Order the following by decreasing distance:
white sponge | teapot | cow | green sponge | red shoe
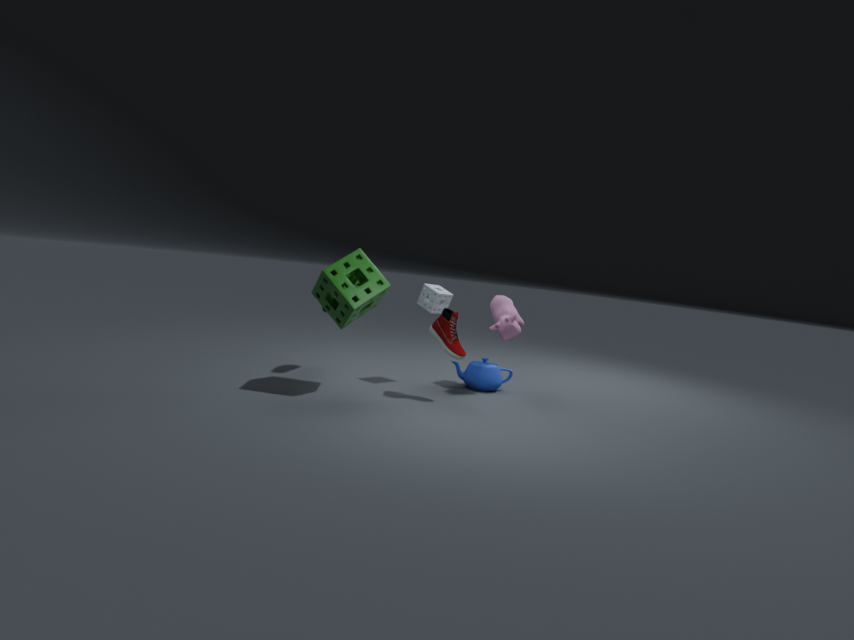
teapot < white sponge < cow < red shoe < green sponge
